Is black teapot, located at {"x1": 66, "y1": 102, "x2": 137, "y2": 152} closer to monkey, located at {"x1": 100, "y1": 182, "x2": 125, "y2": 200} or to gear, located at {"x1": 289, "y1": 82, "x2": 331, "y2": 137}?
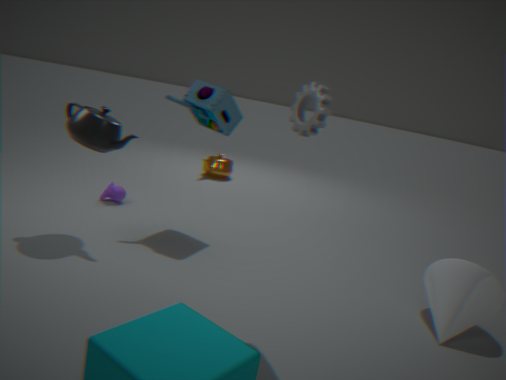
monkey, located at {"x1": 100, "y1": 182, "x2": 125, "y2": 200}
